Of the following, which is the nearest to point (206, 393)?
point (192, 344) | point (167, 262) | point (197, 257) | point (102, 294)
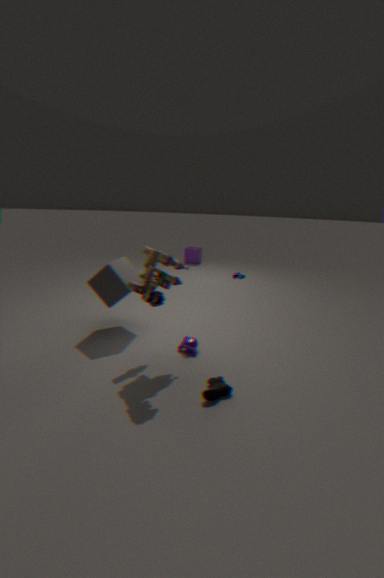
point (192, 344)
